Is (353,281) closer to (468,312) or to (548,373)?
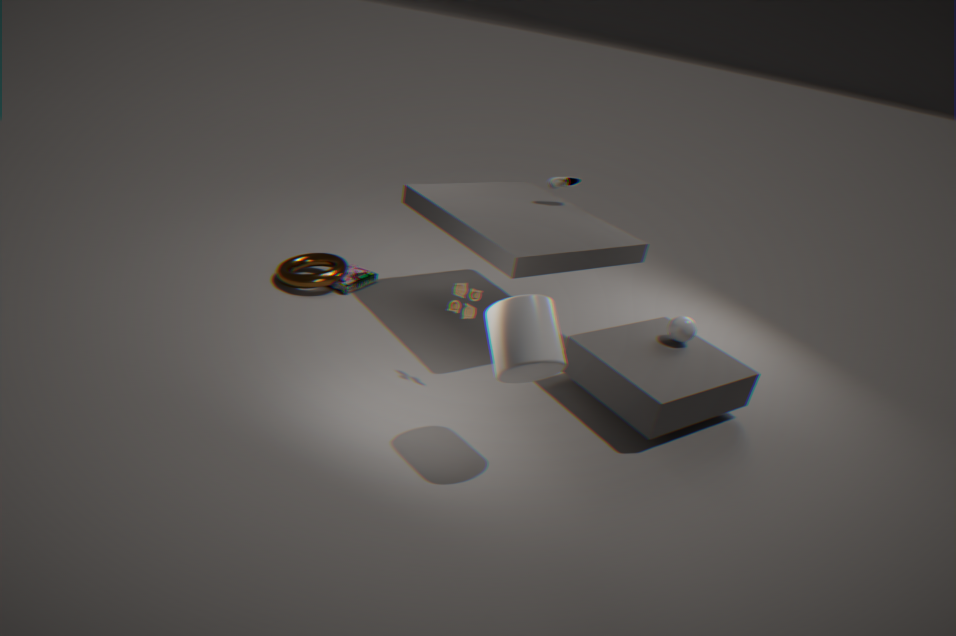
(468,312)
